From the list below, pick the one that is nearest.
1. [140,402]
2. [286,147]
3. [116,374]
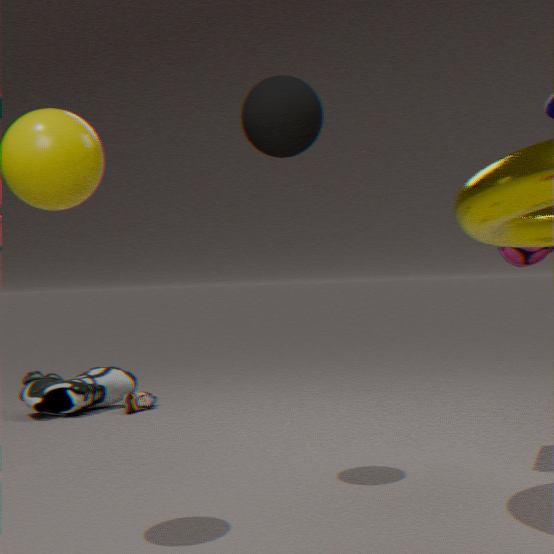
[286,147]
